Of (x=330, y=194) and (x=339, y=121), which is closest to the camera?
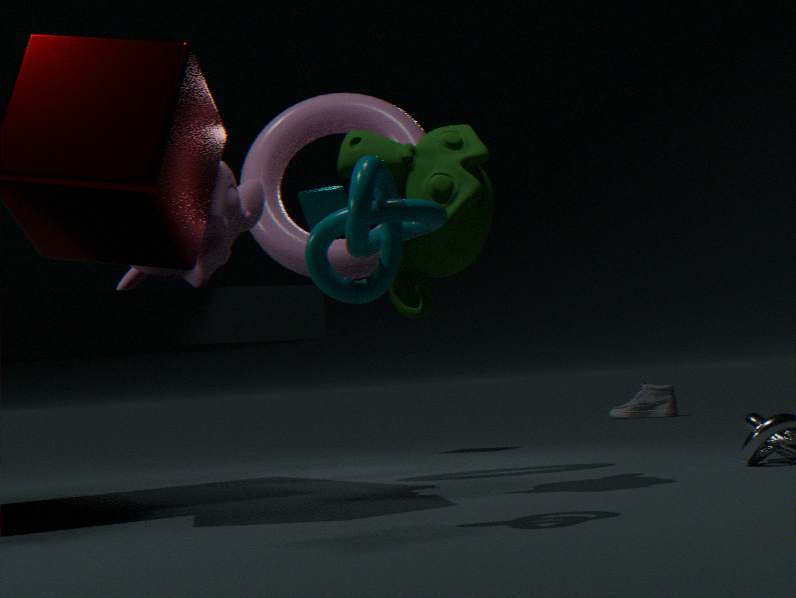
(x=339, y=121)
